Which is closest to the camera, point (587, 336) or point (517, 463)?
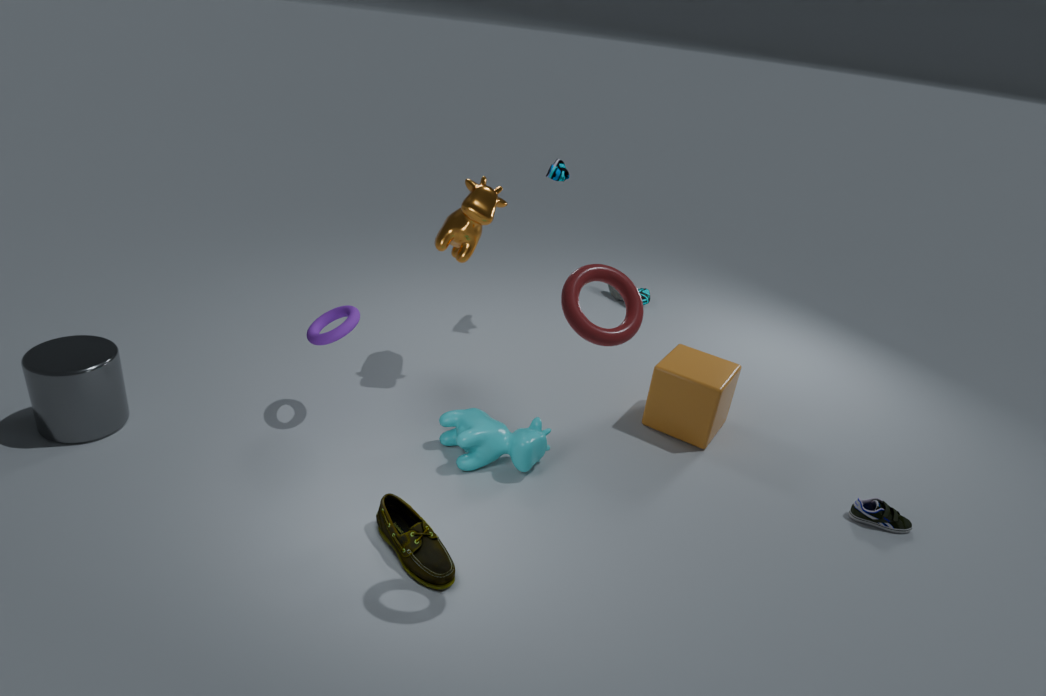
point (587, 336)
